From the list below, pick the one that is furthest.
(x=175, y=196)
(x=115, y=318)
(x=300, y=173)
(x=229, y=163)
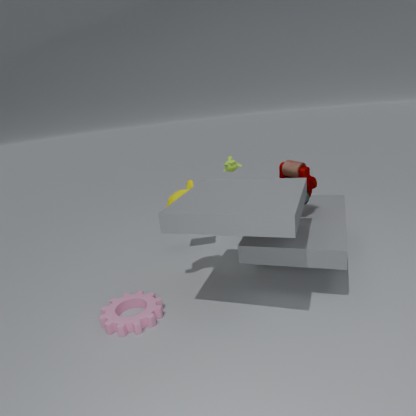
(x=229, y=163)
